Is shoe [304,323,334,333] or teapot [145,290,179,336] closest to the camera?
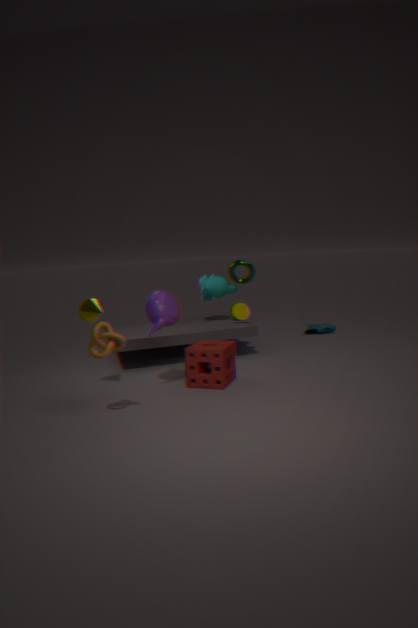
teapot [145,290,179,336]
